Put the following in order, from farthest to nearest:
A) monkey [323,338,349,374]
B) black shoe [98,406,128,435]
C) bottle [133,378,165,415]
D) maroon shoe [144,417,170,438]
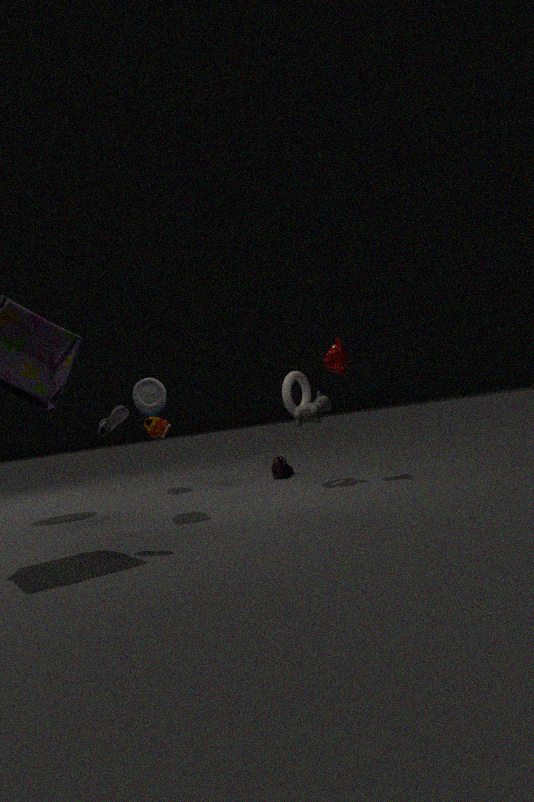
maroon shoe [144,417,170,438] < monkey [323,338,349,374] < bottle [133,378,165,415] < black shoe [98,406,128,435]
